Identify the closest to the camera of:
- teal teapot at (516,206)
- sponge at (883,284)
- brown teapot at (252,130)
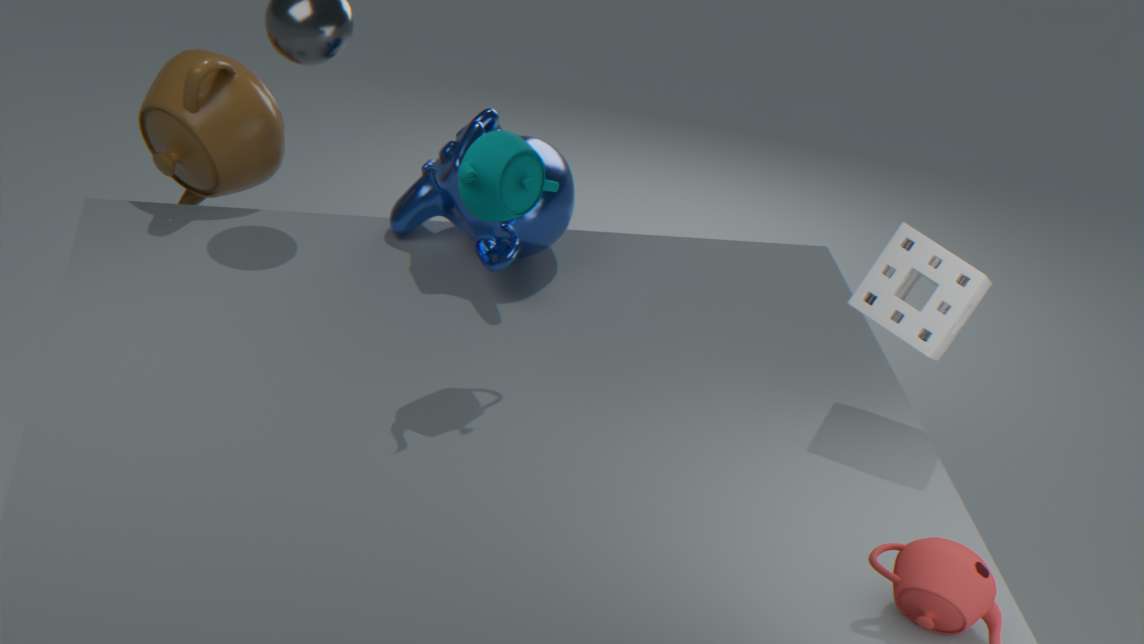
teal teapot at (516,206)
